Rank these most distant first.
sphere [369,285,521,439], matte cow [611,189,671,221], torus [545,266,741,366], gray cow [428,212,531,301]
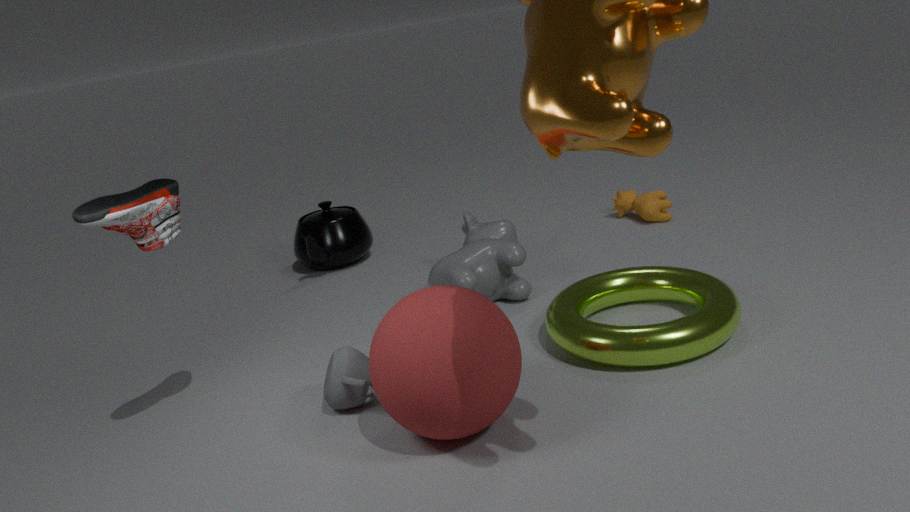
matte cow [611,189,671,221]
gray cow [428,212,531,301]
torus [545,266,741,366]
sphere [369,285,521,439]
